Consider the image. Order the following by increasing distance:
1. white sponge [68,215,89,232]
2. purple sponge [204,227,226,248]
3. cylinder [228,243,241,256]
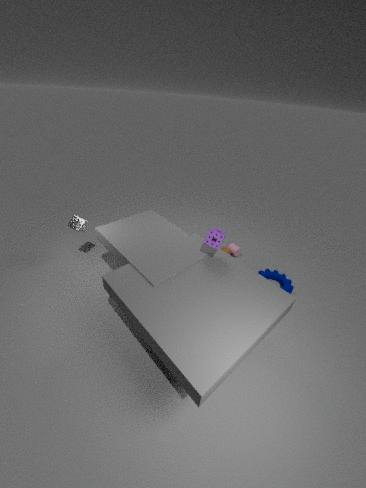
purple sponge [204,227,226,248] → white sponge [68,215,89,232] → cylinder [228,243,241,256]
